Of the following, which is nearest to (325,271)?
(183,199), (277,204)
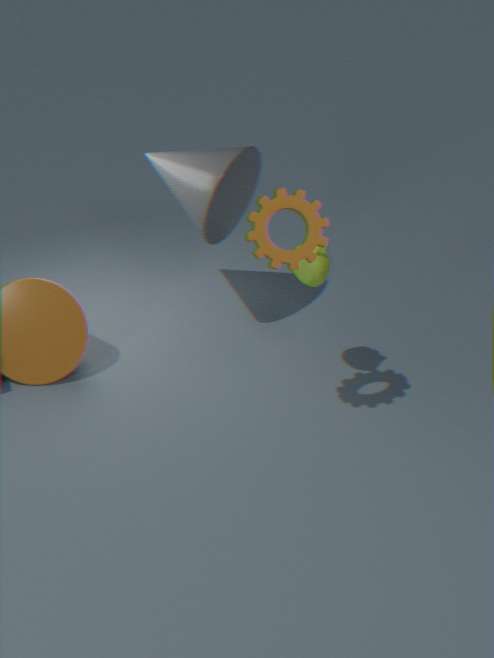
(277,204)
